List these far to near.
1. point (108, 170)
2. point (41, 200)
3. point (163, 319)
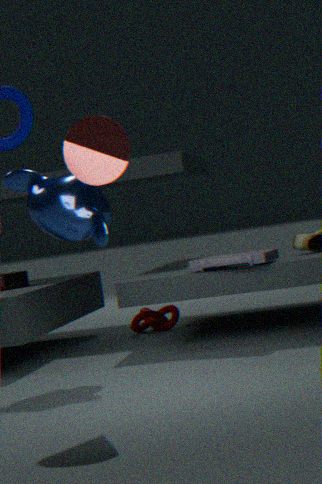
point (163, 319), point (41, 200), point (108, 170)
